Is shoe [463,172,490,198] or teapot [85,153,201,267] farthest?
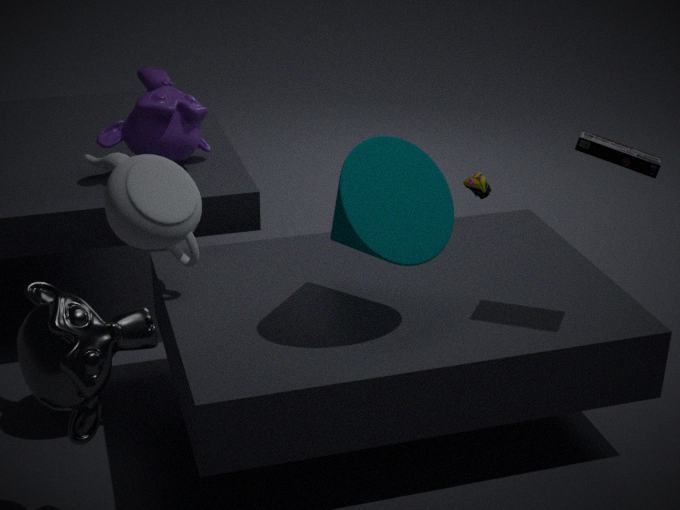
shoe [463,172,490,198]
